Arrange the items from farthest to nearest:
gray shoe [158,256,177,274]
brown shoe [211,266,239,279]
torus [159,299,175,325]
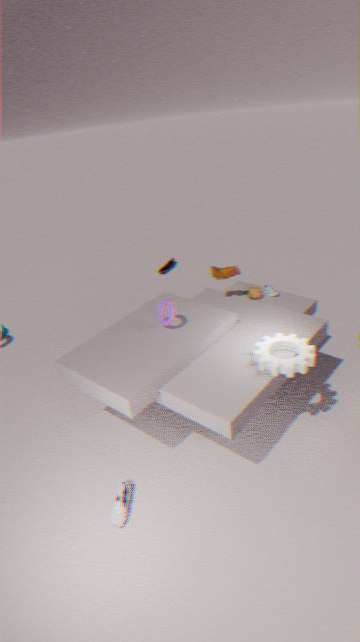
gray shoe [158,256,177,274], brown shoe [211,266,239,279], torus [159,299,175,325]
